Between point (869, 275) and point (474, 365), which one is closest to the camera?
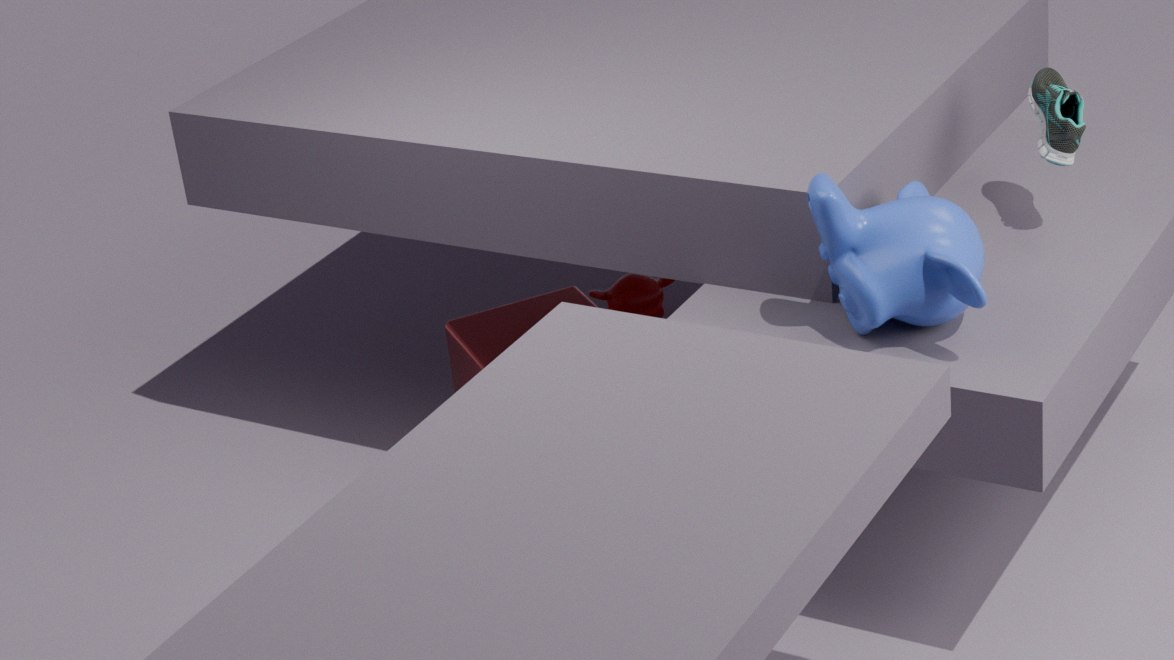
point (869, 275)
